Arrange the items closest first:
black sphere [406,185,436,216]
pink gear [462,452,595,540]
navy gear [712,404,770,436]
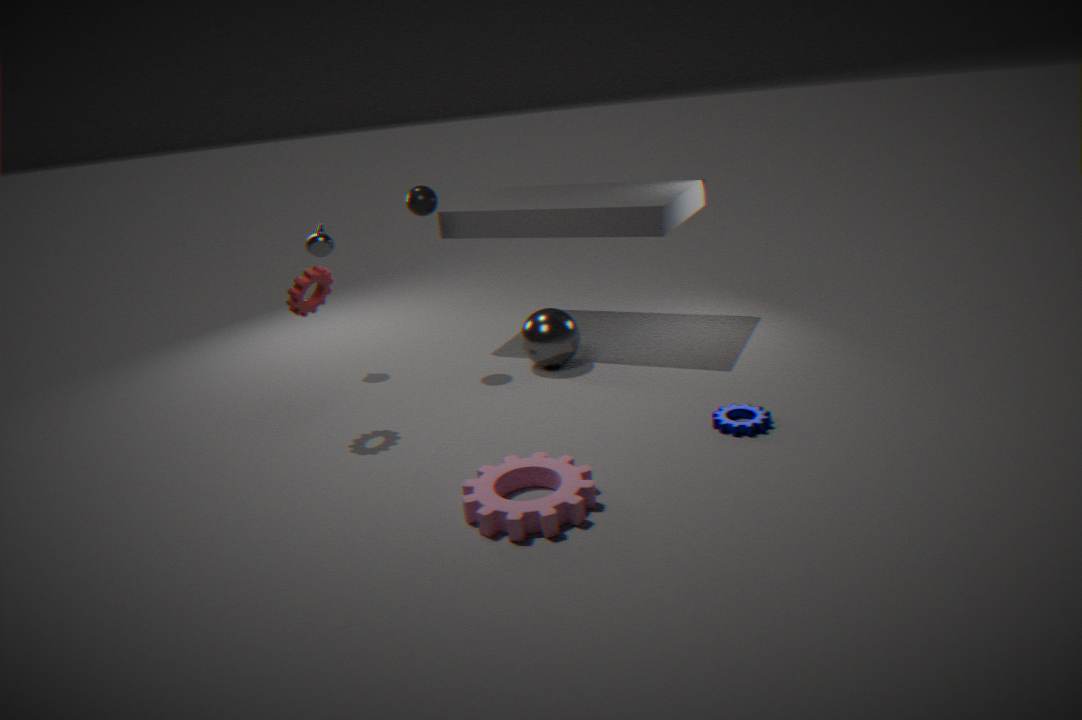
pink gear [462,452,595,540]
navy gear [712,404,770,436]
black sphere [406,185,436,216]
